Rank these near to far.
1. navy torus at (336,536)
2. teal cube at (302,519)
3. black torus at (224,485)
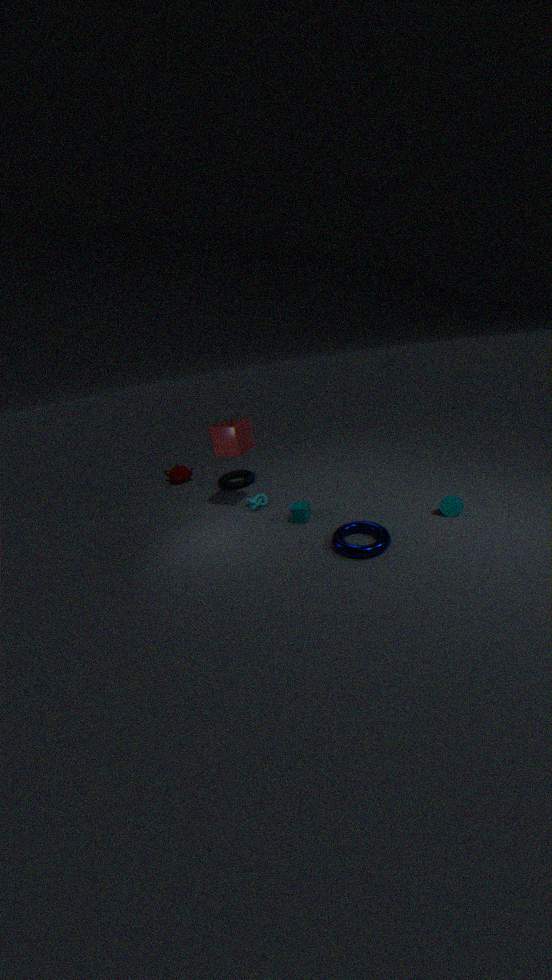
navy torus at (336,536) < teal cube at (302,519) < black torus at (224,485)
